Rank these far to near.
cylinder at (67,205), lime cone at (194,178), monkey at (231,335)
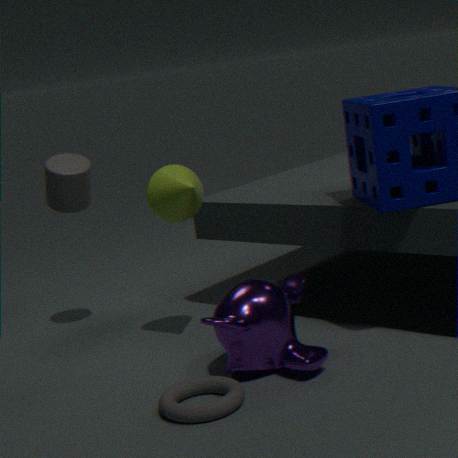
cylinder at (67,205), lime cone at (194,178), monkey at (231,335)
